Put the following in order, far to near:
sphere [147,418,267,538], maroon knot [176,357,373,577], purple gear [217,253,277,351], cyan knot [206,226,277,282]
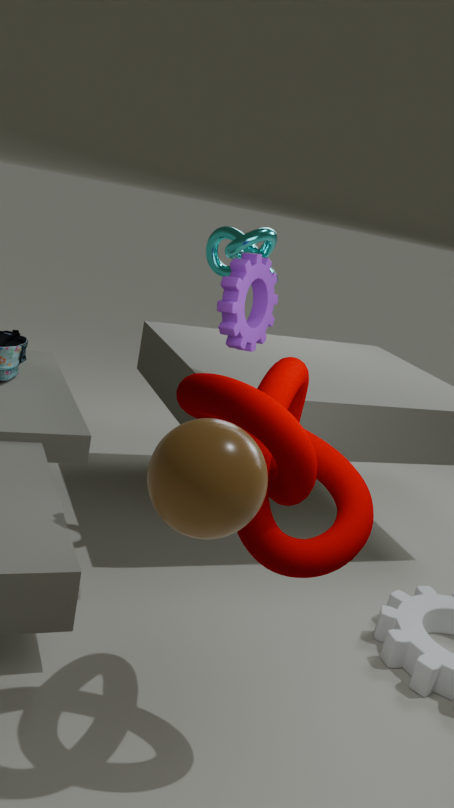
cyan knot [206,226,277,282] < purple gear [217,253,277,351] < maroon knot [176,357,373,577] < sphere [147,418,267,538]
